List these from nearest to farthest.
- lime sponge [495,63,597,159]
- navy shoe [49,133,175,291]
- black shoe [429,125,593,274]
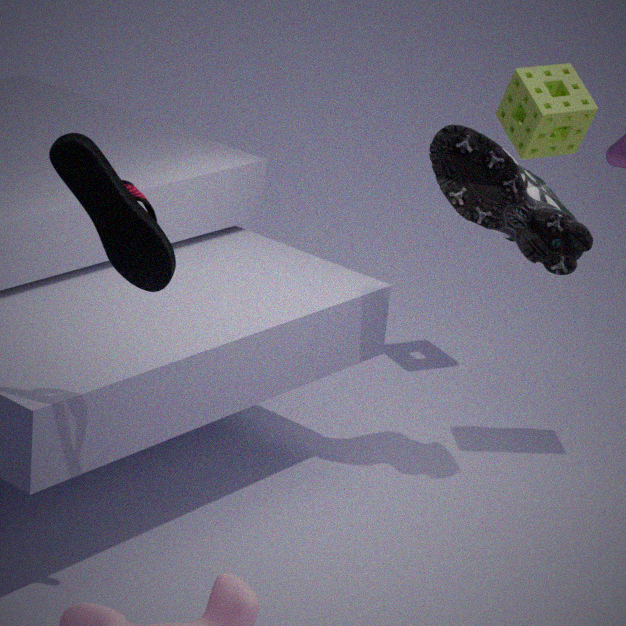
navy shoe [49,133,175,291], black shoe [429,125,593,274], lime sponge [495,63,597,159]
